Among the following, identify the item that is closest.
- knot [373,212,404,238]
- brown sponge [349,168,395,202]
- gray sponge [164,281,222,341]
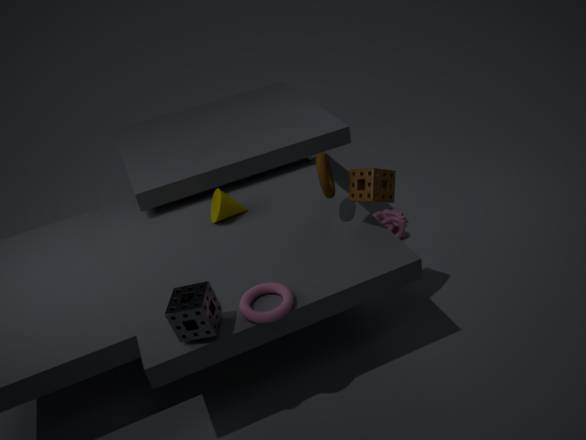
gray sponge [164,281,222,341]
